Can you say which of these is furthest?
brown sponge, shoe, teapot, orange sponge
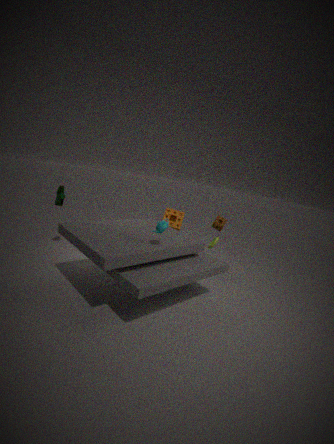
orange sponge
